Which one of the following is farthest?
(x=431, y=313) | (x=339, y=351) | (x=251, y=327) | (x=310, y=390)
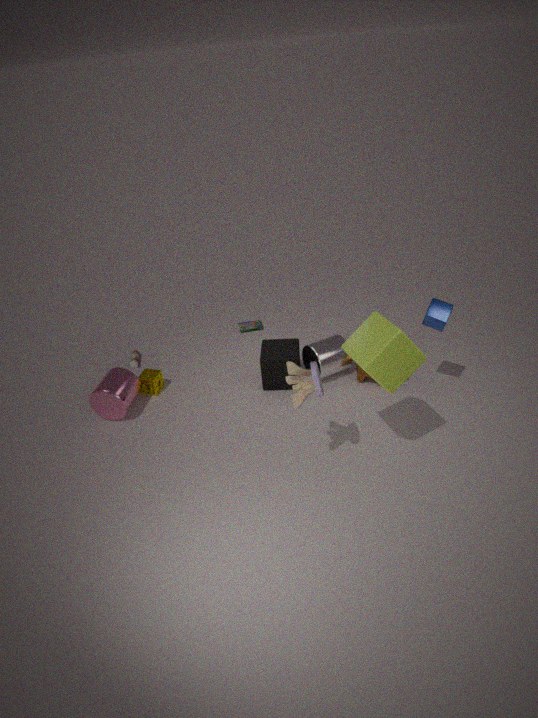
(x=251, y=327)
